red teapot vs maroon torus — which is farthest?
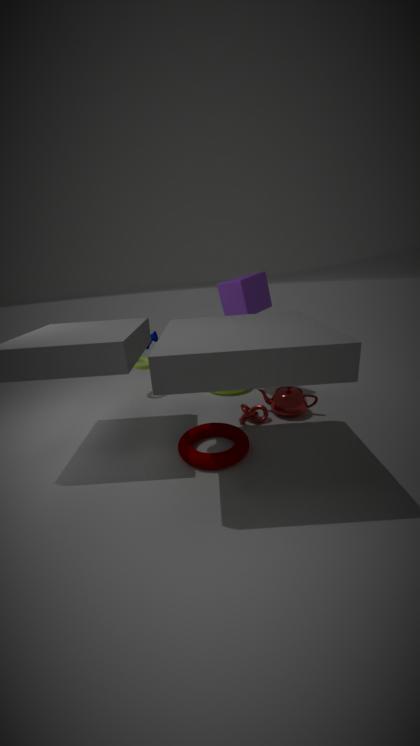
red teapot
